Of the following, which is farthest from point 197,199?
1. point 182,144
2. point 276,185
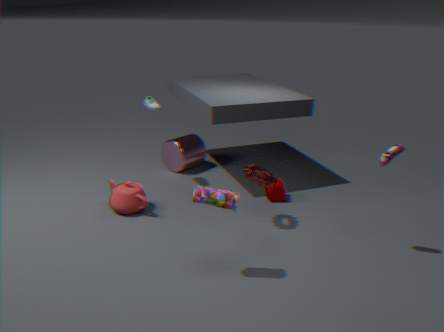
point 182,144
